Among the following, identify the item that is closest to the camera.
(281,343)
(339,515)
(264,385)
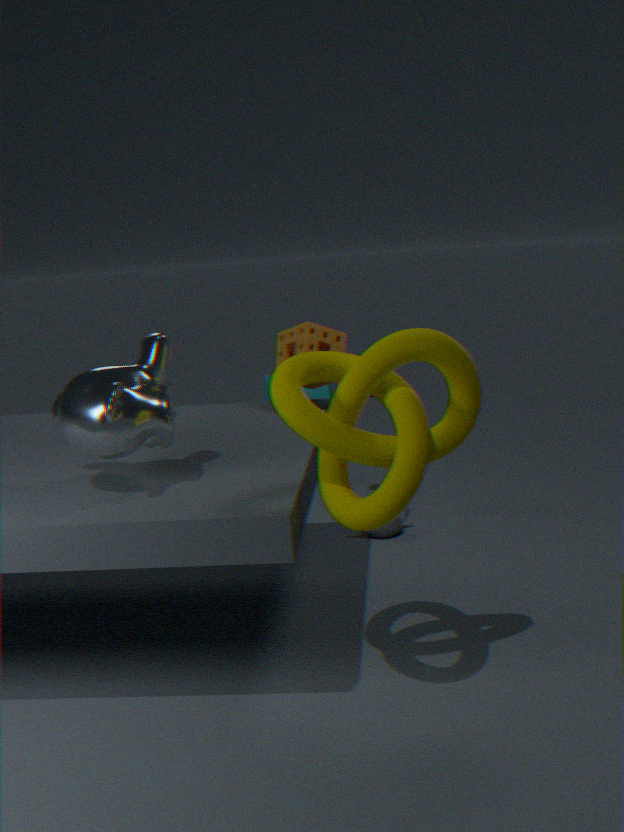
(339,515)
